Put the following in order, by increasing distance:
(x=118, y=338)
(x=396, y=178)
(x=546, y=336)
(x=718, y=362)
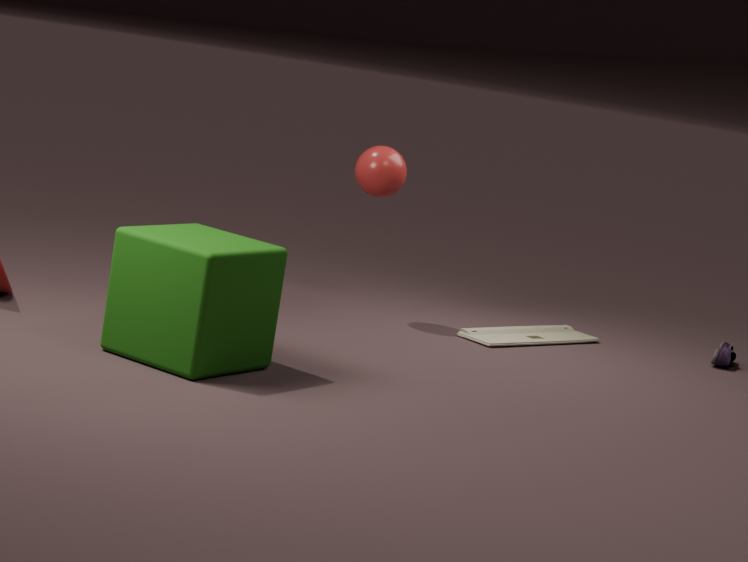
(x=118, y=338) → (x=396, y=178) → (x=718, y=362) → (x=546, y=336)
